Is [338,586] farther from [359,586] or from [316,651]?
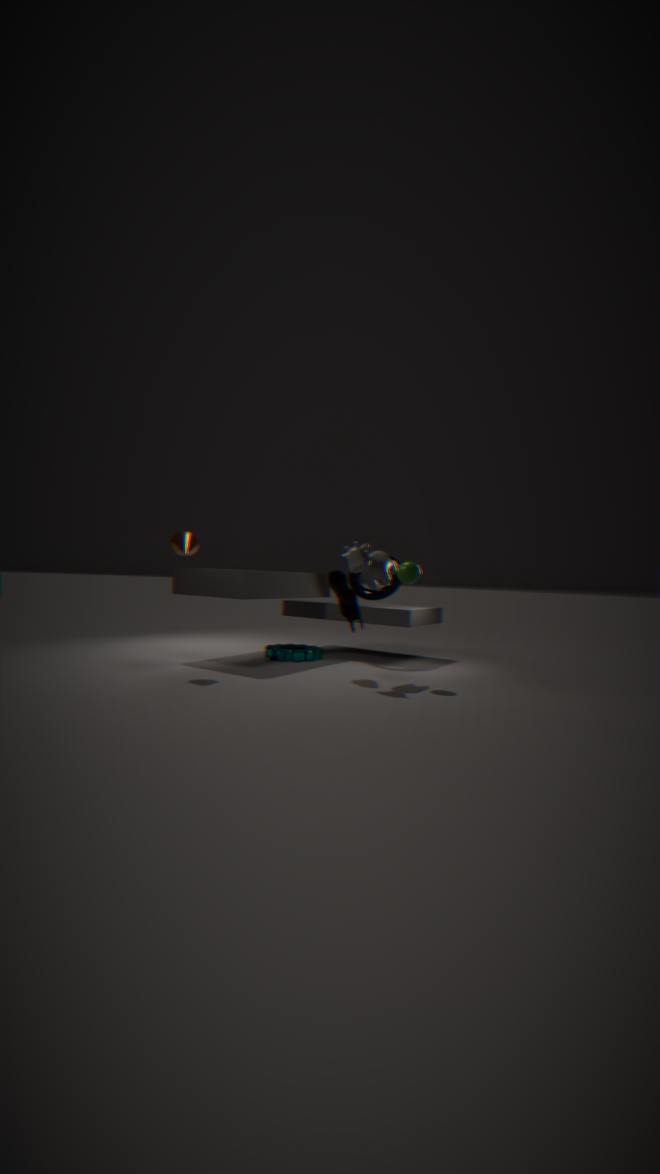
[316,651]
